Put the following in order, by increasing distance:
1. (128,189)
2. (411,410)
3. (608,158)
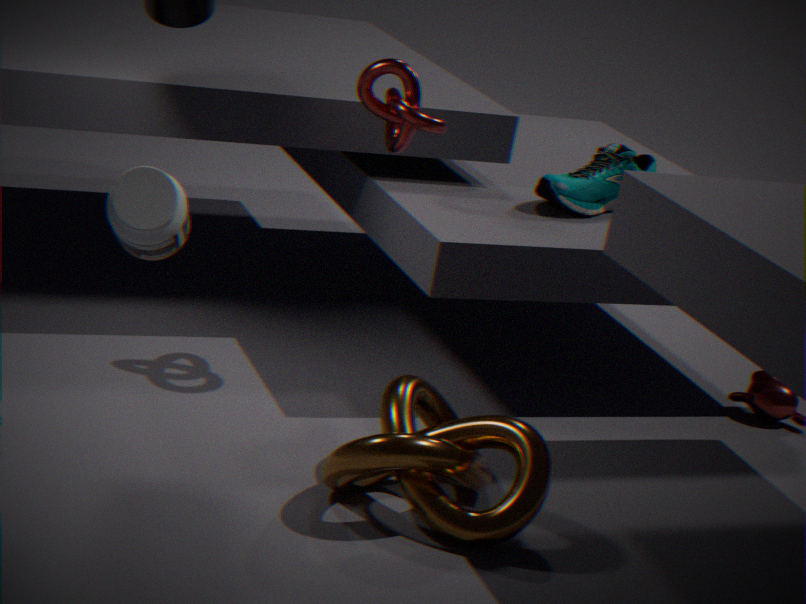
(128,189)
(411,410)
(608,158)
